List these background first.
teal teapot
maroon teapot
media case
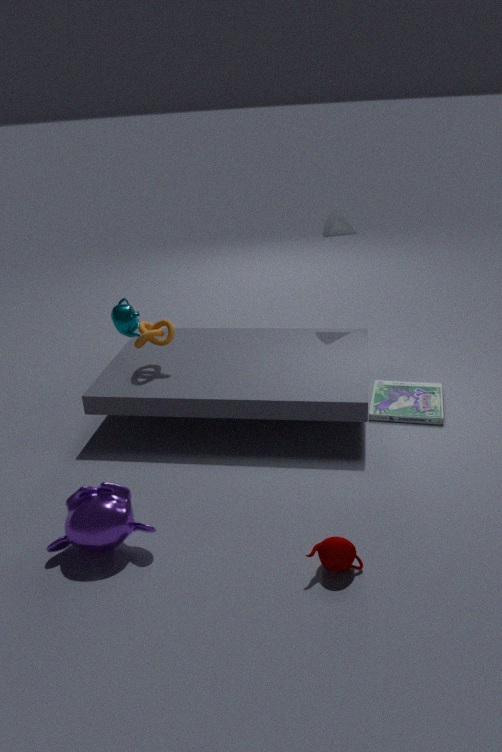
media case → teal teapot → maroon teapot
